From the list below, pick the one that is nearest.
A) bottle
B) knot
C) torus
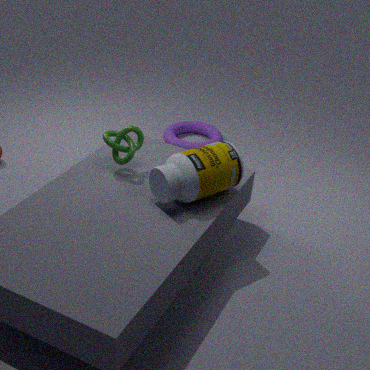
bottle
